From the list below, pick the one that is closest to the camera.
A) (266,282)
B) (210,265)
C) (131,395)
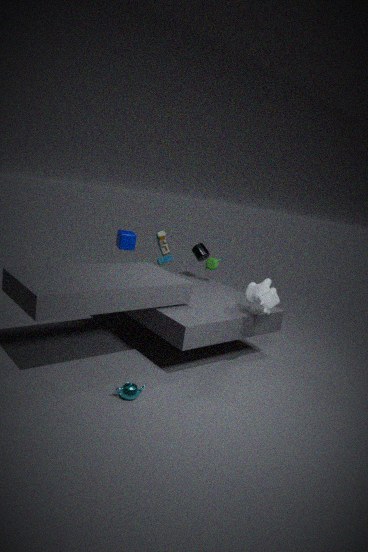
(131,395)
